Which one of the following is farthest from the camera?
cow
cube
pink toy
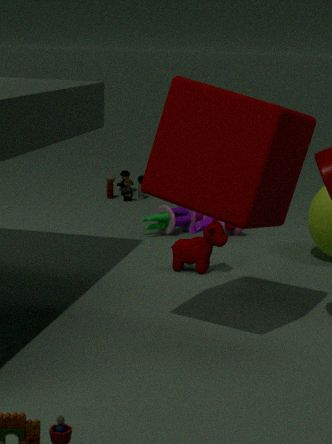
pink toy
